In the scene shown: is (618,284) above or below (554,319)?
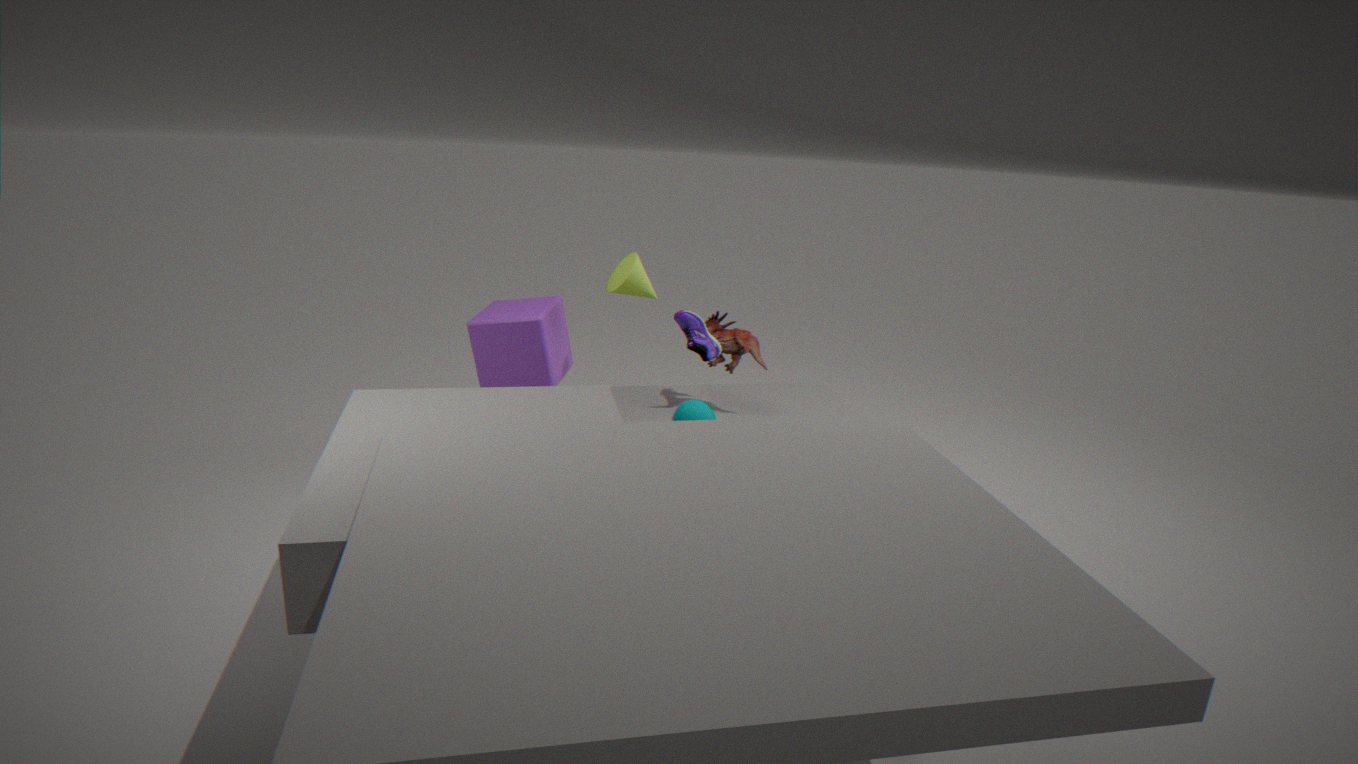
above
